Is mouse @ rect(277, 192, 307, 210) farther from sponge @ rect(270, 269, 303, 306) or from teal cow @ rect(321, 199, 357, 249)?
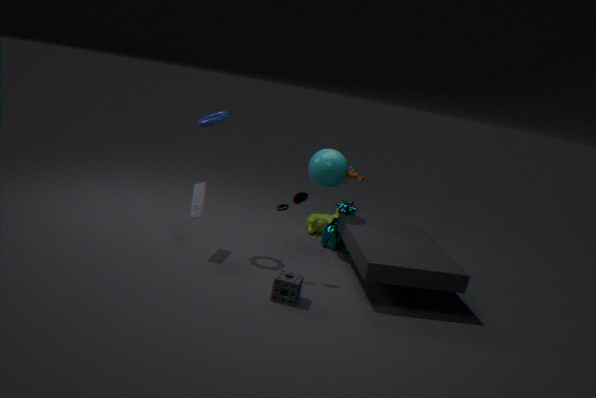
teal cow @ rect(321, 199, 357, 249)
